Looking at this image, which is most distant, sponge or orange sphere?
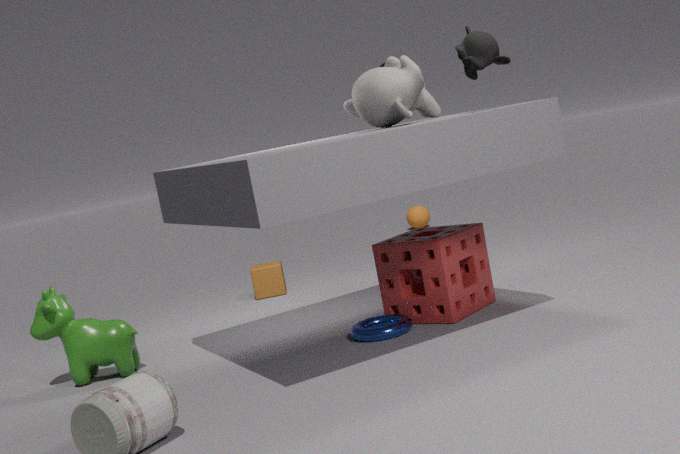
orange sphere
